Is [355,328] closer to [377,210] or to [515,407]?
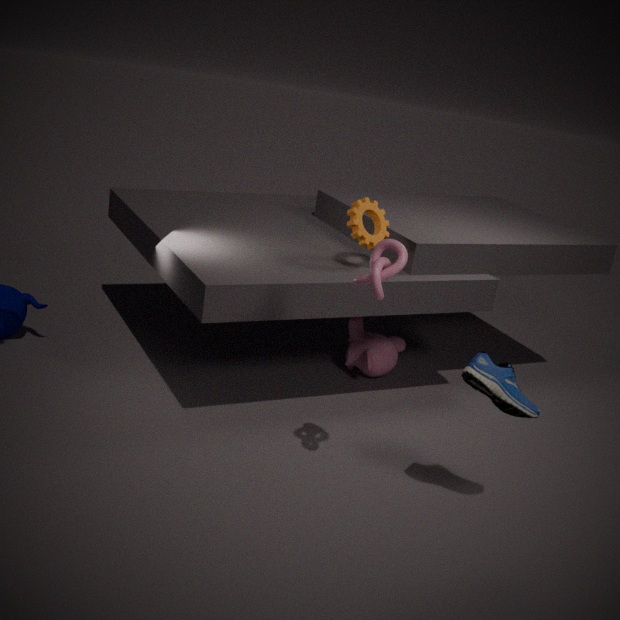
[377,210]
